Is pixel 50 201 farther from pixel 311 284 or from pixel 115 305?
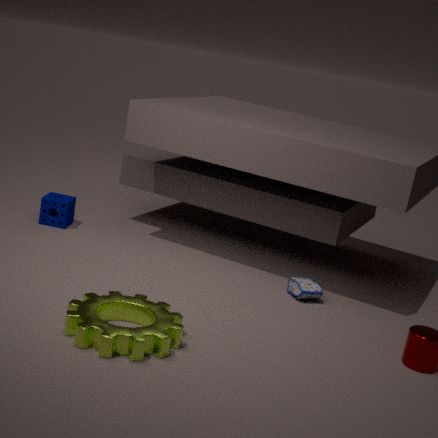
pixel 311 284
